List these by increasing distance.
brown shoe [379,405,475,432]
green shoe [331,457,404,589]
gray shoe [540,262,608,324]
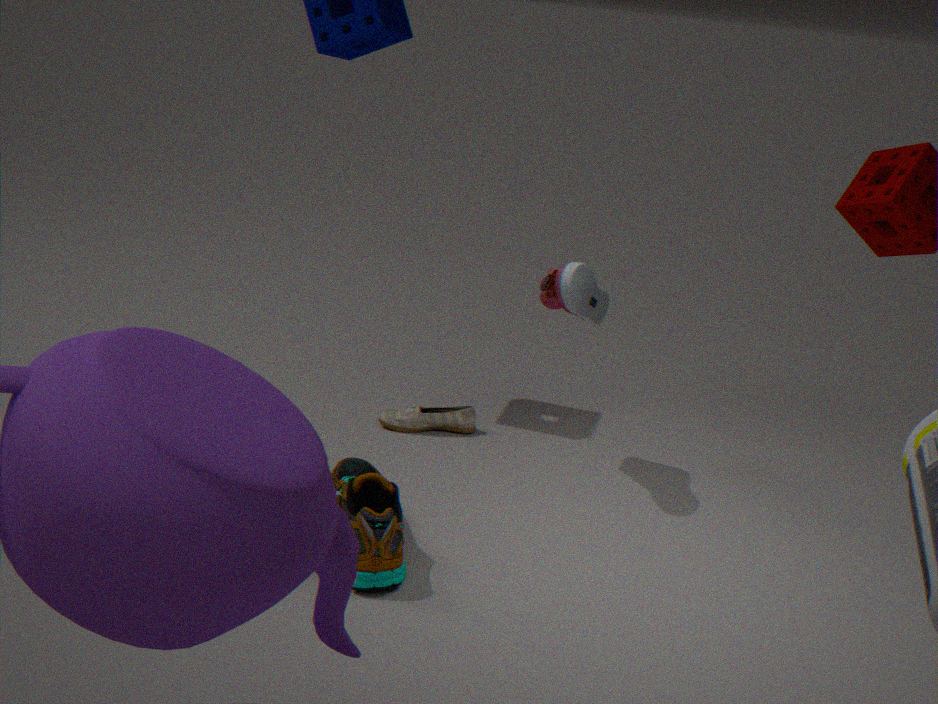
green shoe [331,457,404,589]
gray shoe [540,262,608,324]
brown shoe [379,405,475,432]
